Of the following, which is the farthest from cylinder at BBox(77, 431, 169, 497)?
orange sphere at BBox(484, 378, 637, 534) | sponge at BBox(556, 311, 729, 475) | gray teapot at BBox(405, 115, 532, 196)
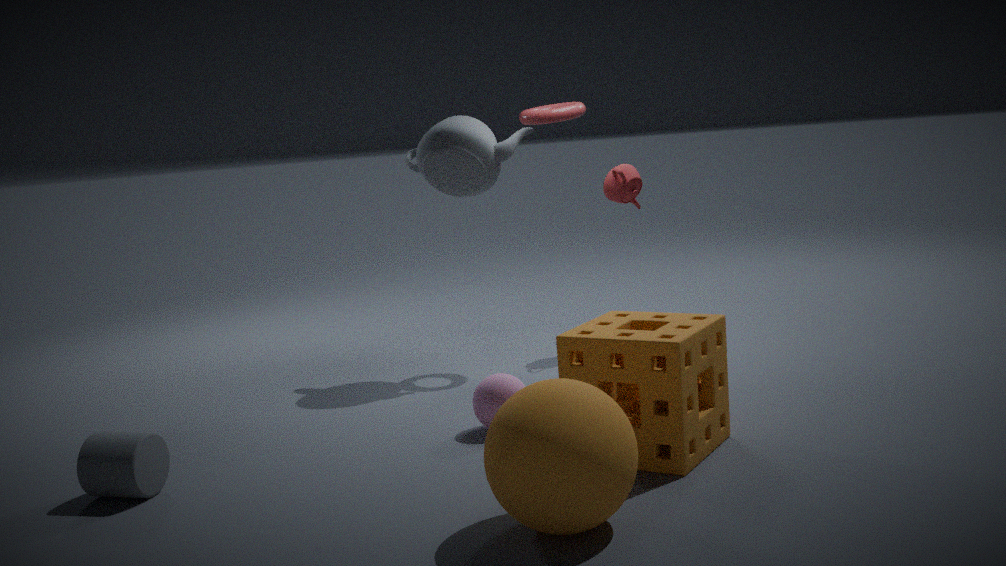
gray teapot at BBox(405, 115, 532, 196)
